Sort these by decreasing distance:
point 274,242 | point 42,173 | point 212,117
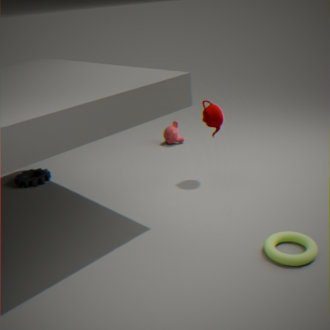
point 42,173
point 212,117
point 274,242
